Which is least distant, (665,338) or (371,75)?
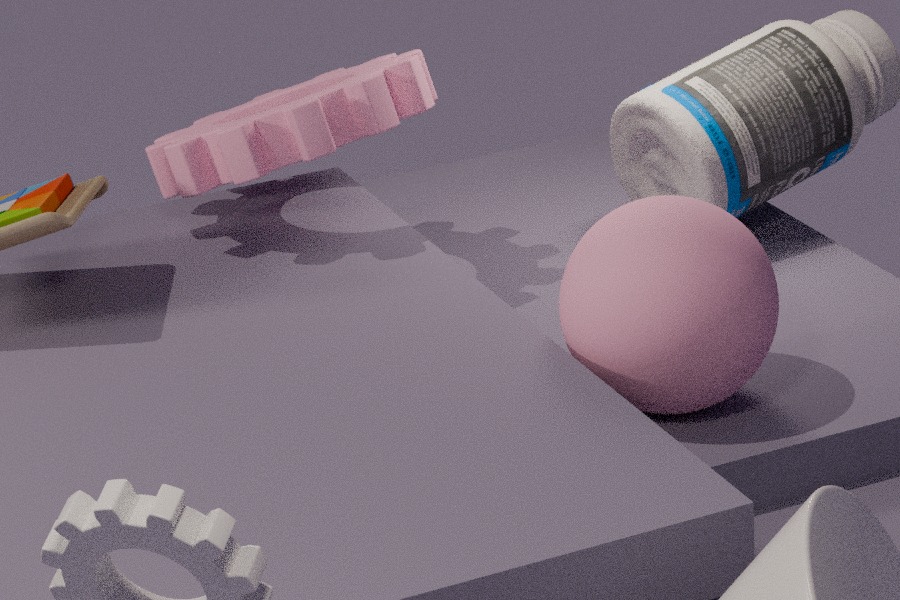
(665,338)
